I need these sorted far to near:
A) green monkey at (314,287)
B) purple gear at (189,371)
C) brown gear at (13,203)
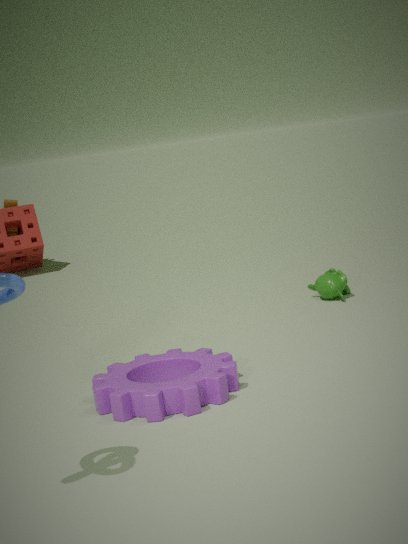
1. brown gear at (13,203)
2. green monkey at (314,287)
3. purple gear at (189,371)
